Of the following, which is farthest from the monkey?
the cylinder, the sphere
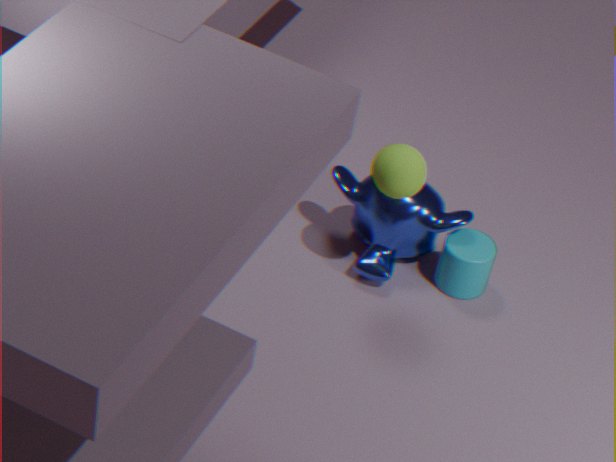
the sphere
